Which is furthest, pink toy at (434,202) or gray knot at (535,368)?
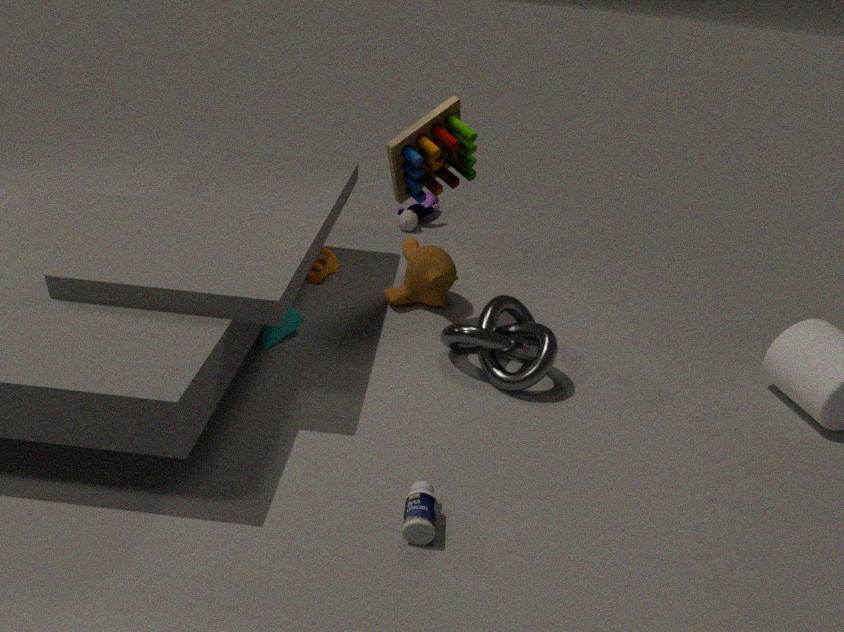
pink toy at (434,202)
